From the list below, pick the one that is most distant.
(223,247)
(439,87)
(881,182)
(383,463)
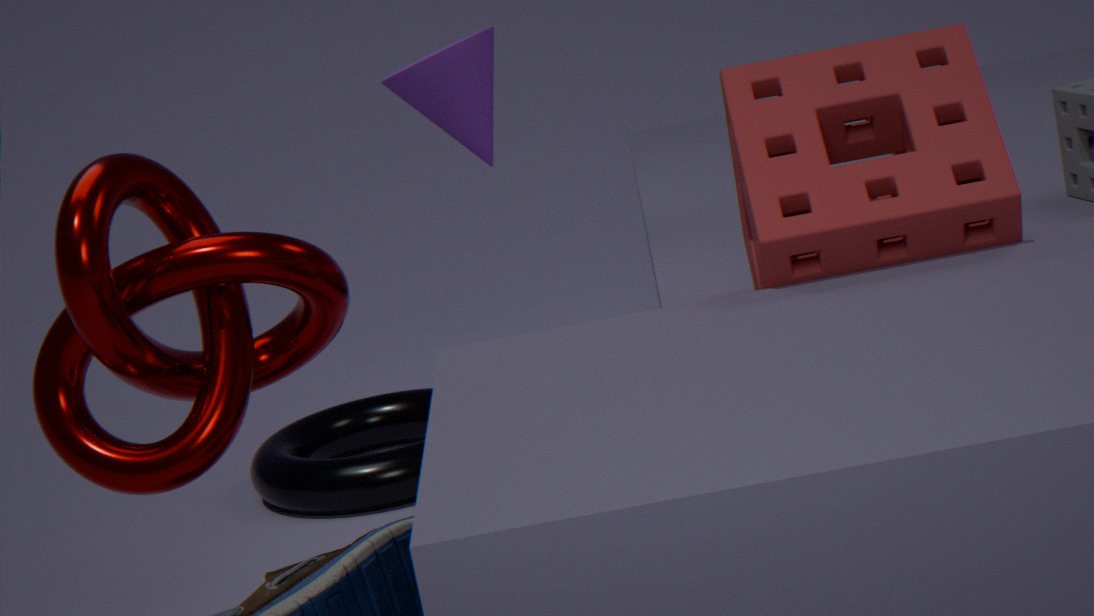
(383,463)
